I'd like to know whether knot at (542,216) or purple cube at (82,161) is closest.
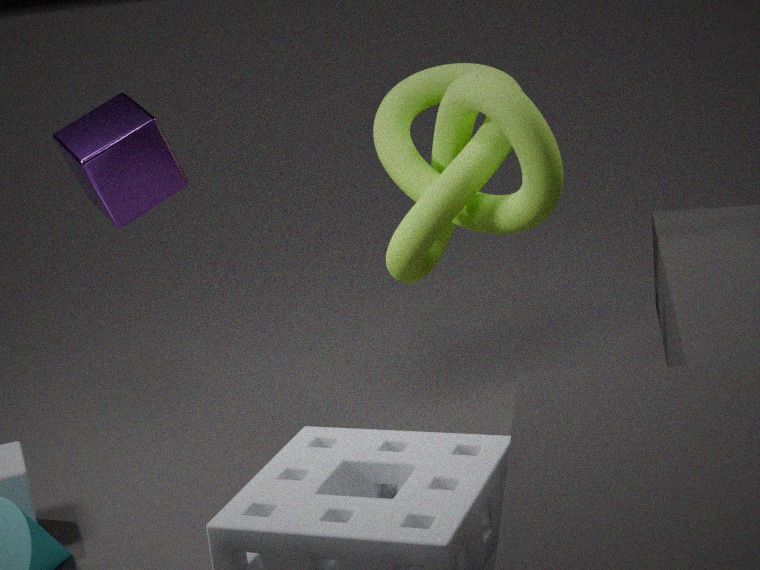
knot at (542,216)
